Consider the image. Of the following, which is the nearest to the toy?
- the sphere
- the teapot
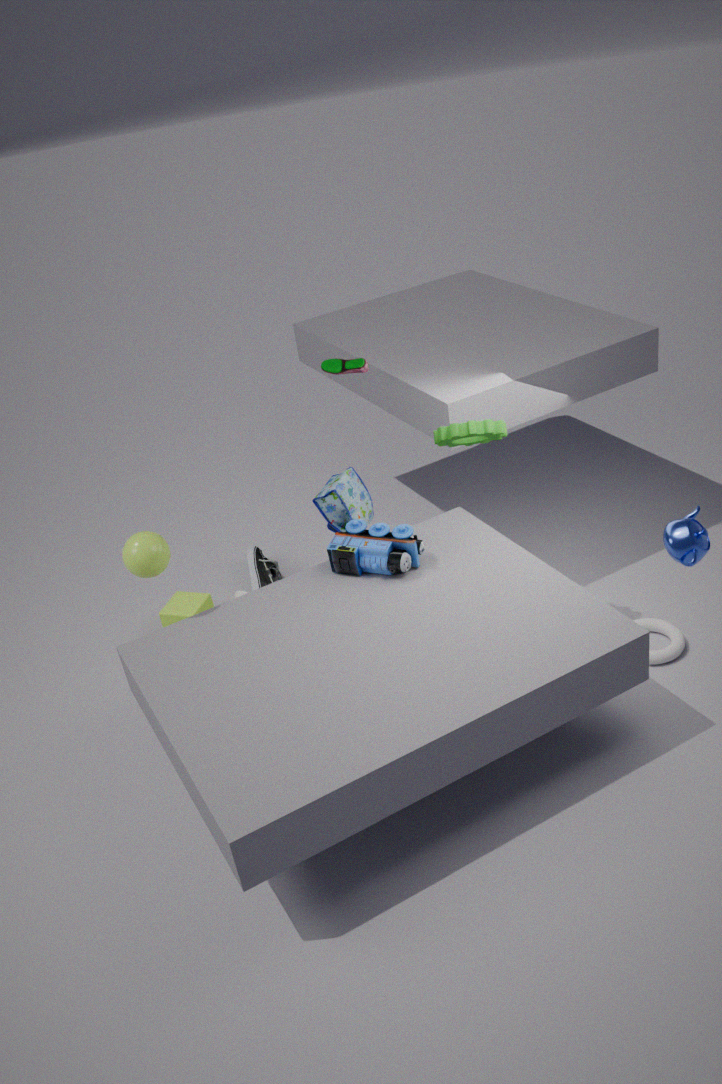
the sphere
